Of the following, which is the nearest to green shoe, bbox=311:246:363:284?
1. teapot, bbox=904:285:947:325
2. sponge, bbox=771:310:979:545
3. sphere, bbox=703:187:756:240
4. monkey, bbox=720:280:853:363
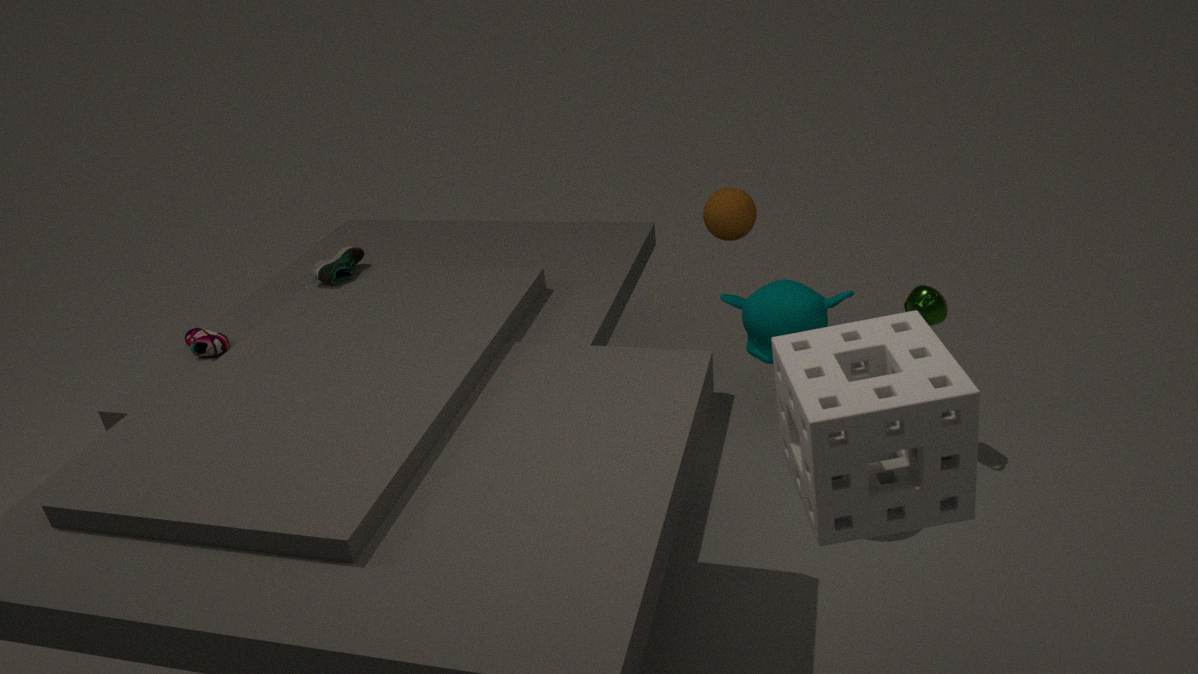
sphere, bbox=703:187:756:240
